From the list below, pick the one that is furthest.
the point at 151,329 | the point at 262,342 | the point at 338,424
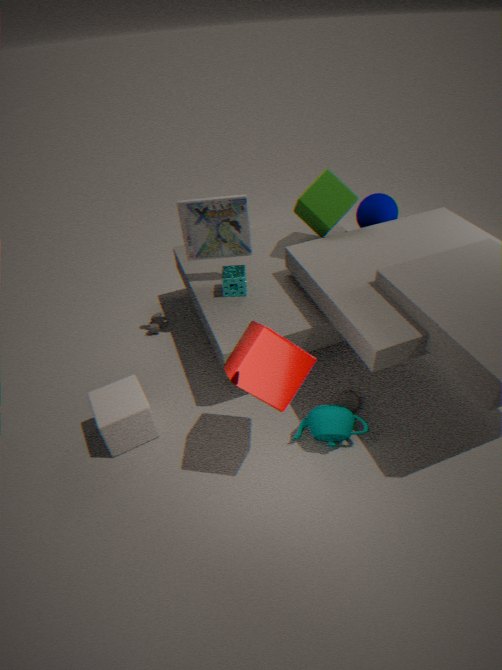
the point at 151,329
